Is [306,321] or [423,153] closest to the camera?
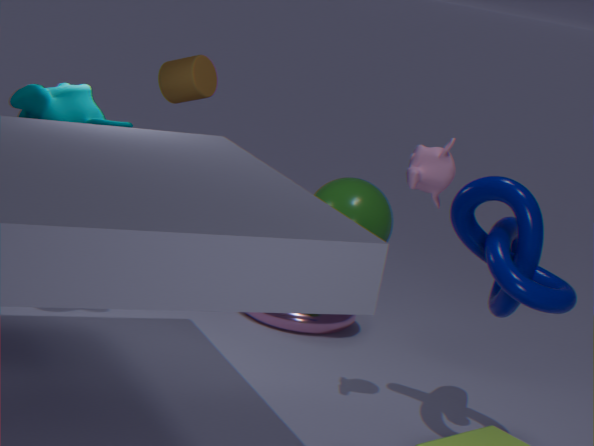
[423,153]
